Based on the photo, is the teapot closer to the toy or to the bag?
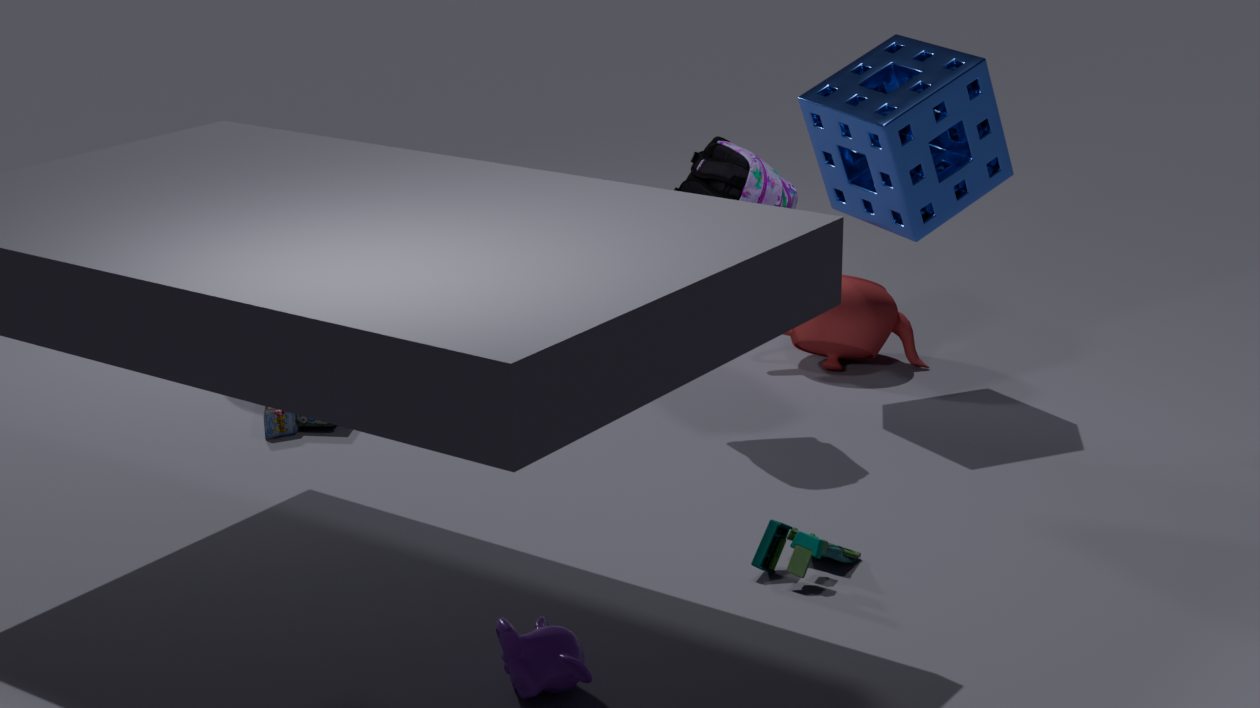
the bag
